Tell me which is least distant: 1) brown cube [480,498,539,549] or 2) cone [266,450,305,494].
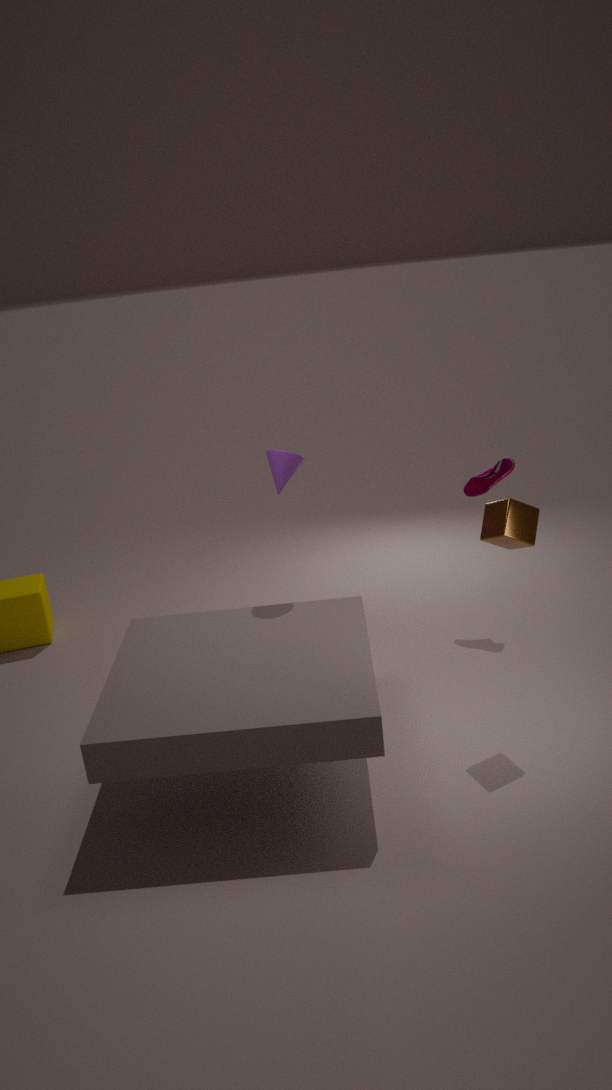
1. brown cube [480,498,539,549]
